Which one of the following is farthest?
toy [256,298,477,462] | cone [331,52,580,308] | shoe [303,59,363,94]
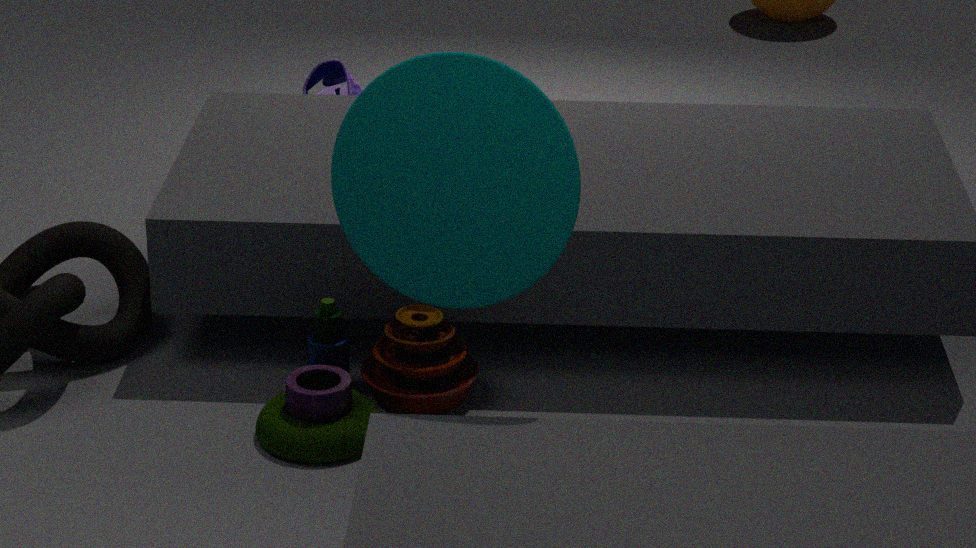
shoe [303,59,363,94]
